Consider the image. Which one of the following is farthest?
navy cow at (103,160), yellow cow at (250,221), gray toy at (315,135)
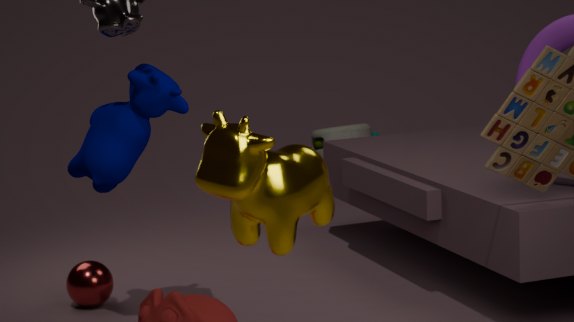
gray toy at (315,135)
